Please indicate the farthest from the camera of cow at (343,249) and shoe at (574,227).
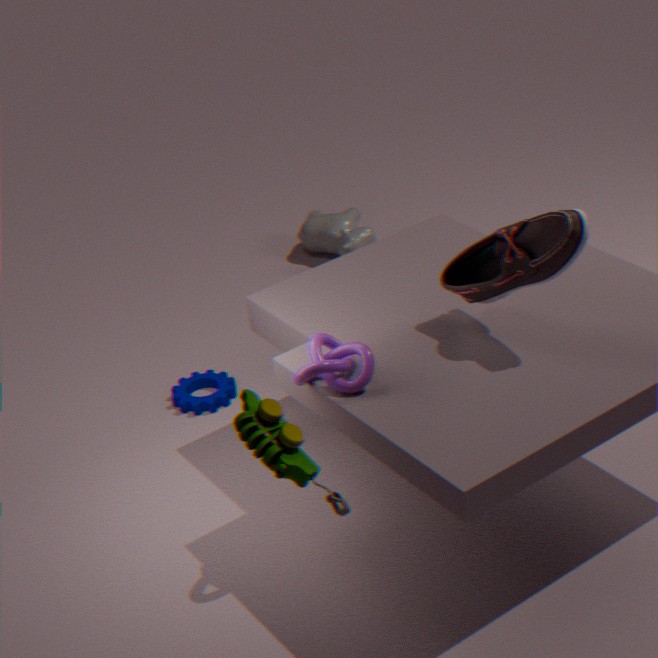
cow at (343,249)
